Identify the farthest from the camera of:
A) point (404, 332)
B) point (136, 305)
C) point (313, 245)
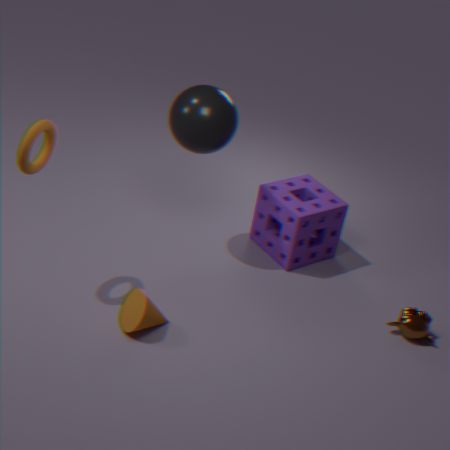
point (313, 245)
